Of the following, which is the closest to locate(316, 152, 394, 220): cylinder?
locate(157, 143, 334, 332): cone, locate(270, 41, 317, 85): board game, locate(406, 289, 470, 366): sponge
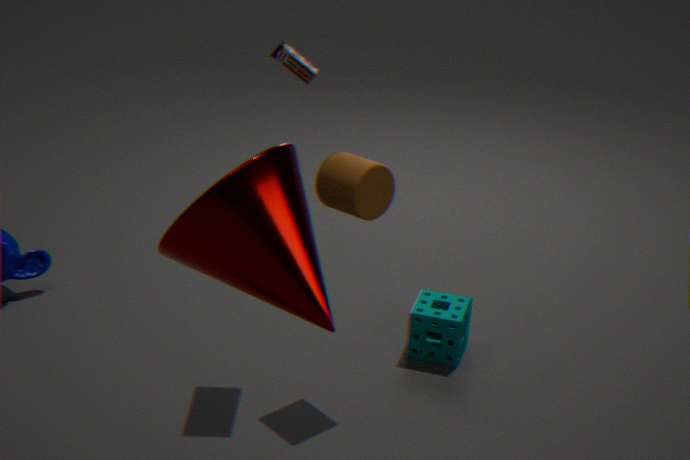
locate(270, 41, 317, 85): board game
